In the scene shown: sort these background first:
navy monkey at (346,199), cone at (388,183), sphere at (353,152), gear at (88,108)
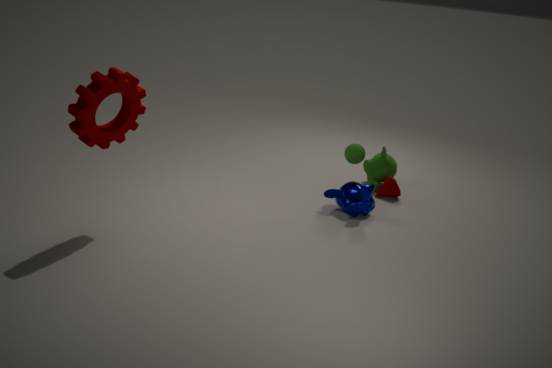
cone at (388,183), sphere at (353,152), navy monkey at (346,199), gear at (88,108)
